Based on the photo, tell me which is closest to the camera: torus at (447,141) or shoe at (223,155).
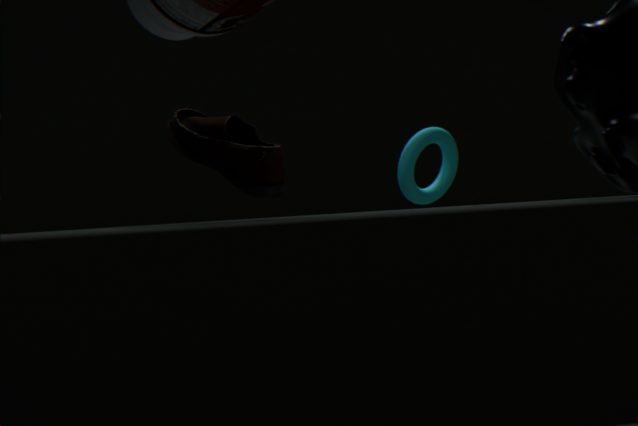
shoe at (223,155)
